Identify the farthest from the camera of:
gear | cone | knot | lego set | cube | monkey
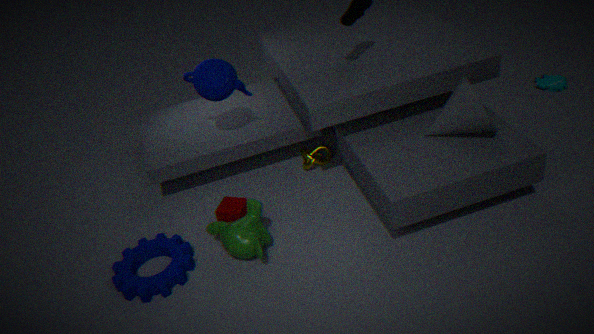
lego set
